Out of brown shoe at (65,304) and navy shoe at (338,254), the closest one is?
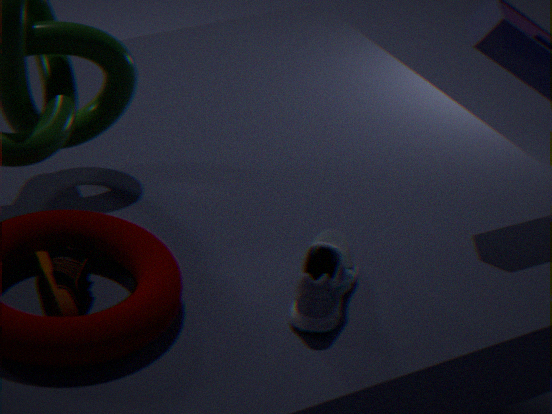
brown shoe at (65,304)
